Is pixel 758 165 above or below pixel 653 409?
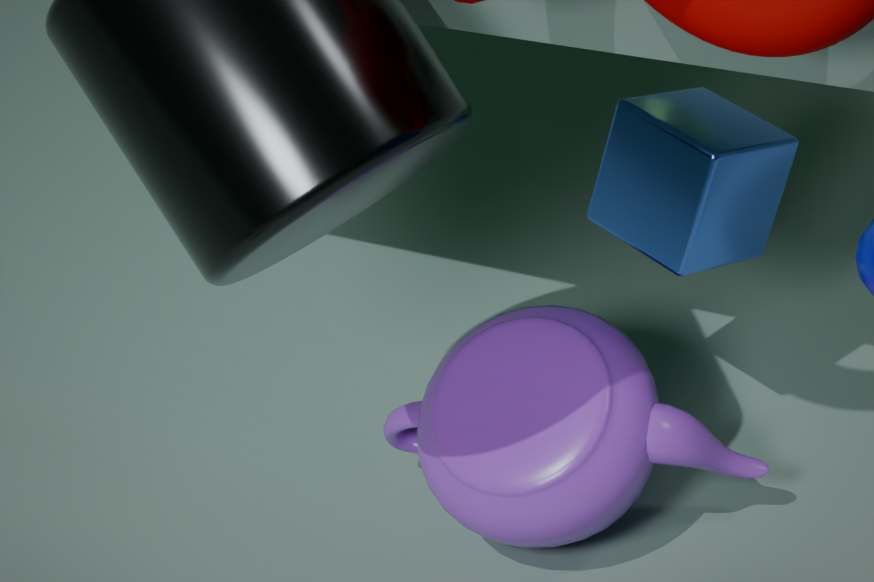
above
